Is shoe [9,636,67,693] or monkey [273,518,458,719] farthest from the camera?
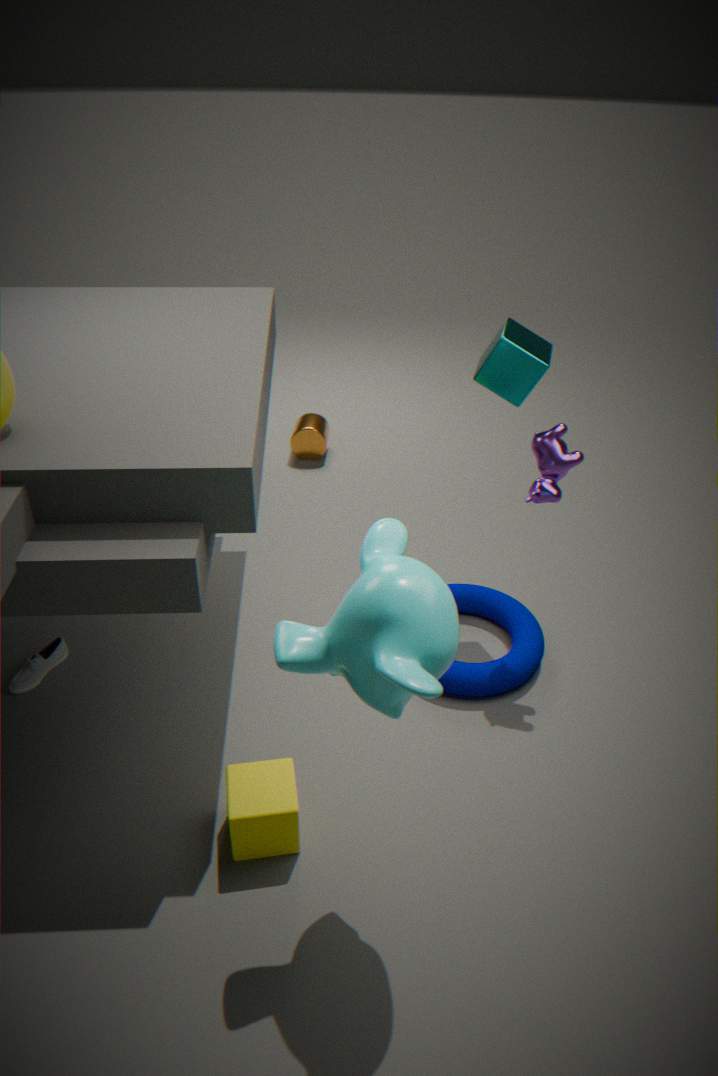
shoe [9,636,67,693]
